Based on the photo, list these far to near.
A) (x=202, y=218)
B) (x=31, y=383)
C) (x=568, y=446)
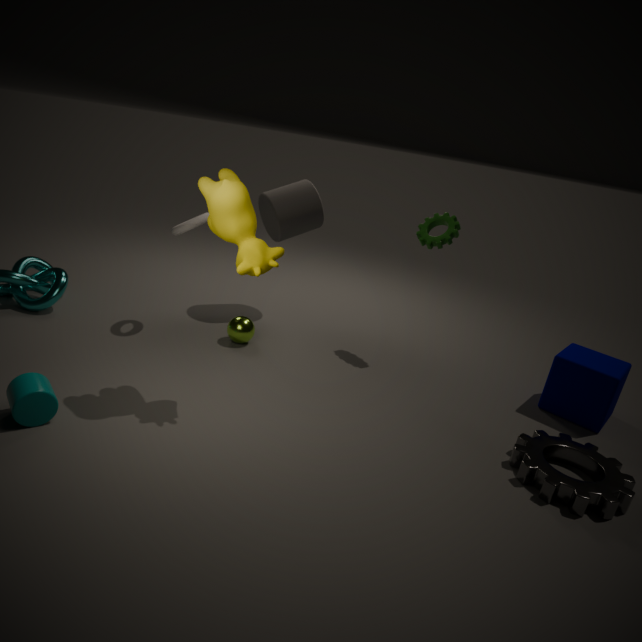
(x=202, y=218), (x=568, y=446), (x=31, y=383)
